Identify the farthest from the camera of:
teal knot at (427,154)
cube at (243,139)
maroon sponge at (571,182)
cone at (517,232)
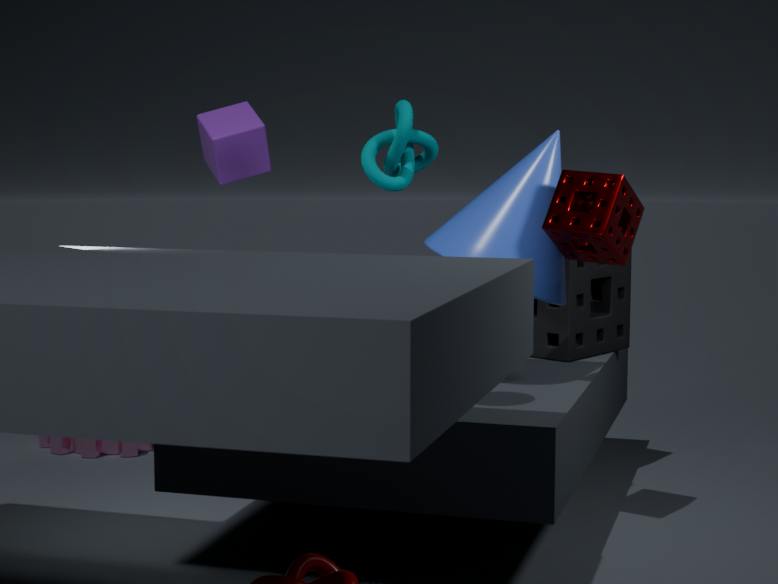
cube at (243,139)
